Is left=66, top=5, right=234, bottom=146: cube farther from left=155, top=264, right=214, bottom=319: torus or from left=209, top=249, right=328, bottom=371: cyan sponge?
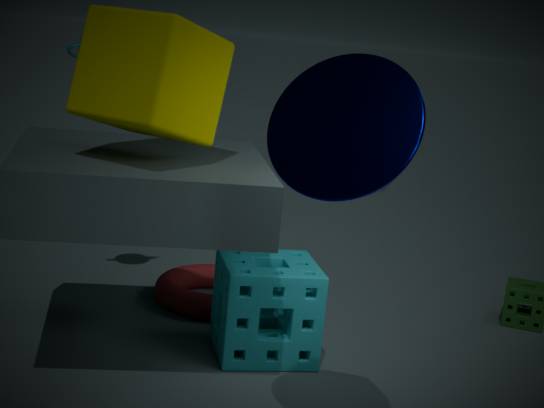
left=155, top=264, right=214, bottom=319: torus
